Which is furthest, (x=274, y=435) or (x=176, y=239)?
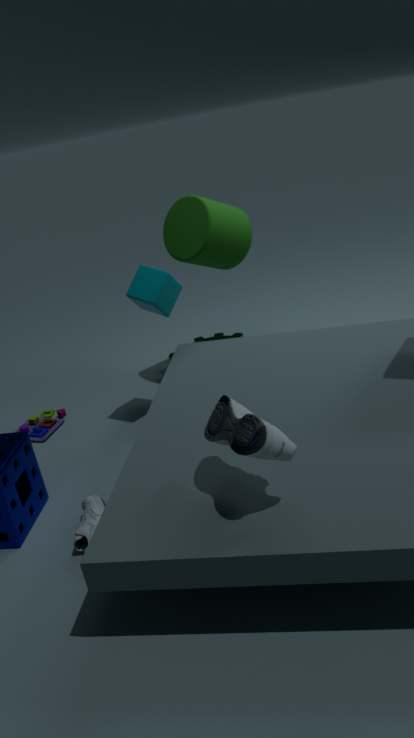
(x=176, y=239)
